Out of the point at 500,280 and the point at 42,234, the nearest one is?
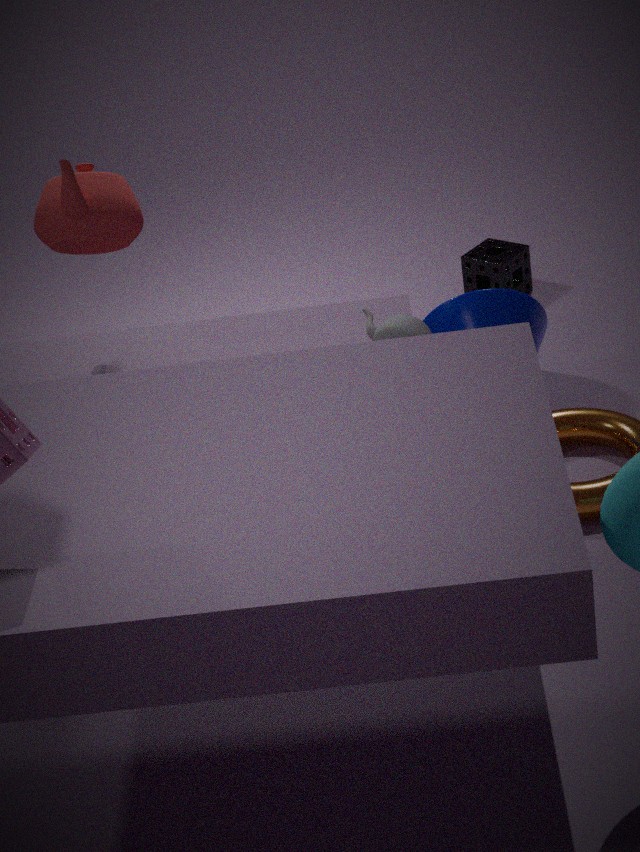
the point at 42,234
